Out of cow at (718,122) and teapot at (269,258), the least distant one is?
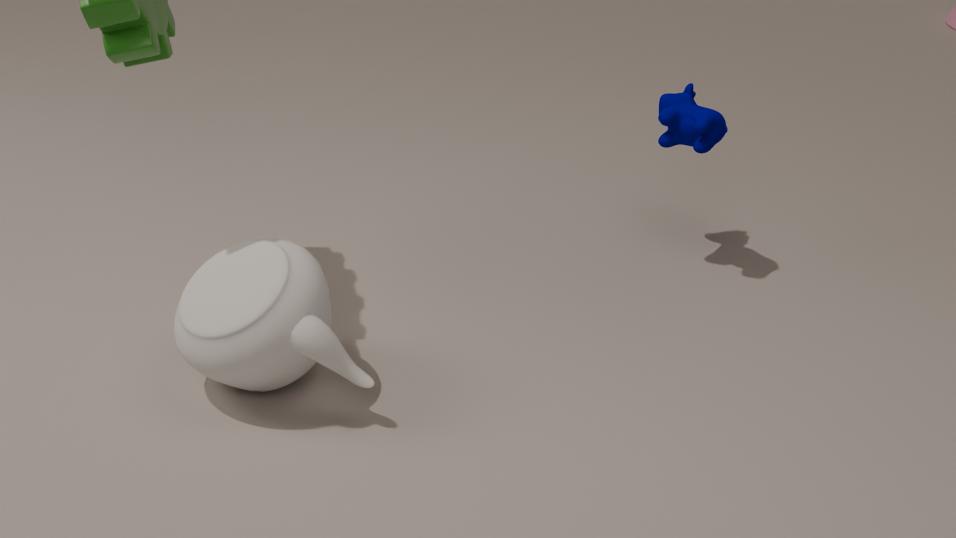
teapot at (269,258)
